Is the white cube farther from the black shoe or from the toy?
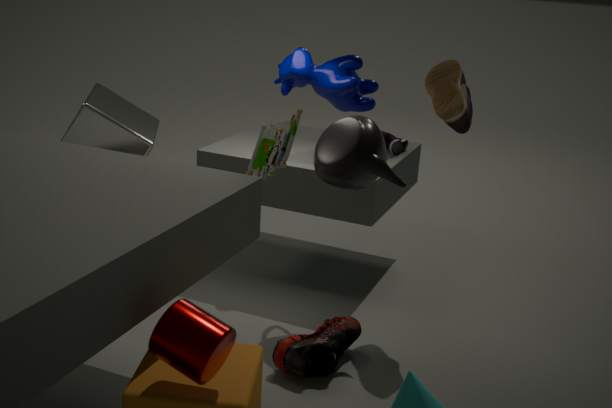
the black shoe
